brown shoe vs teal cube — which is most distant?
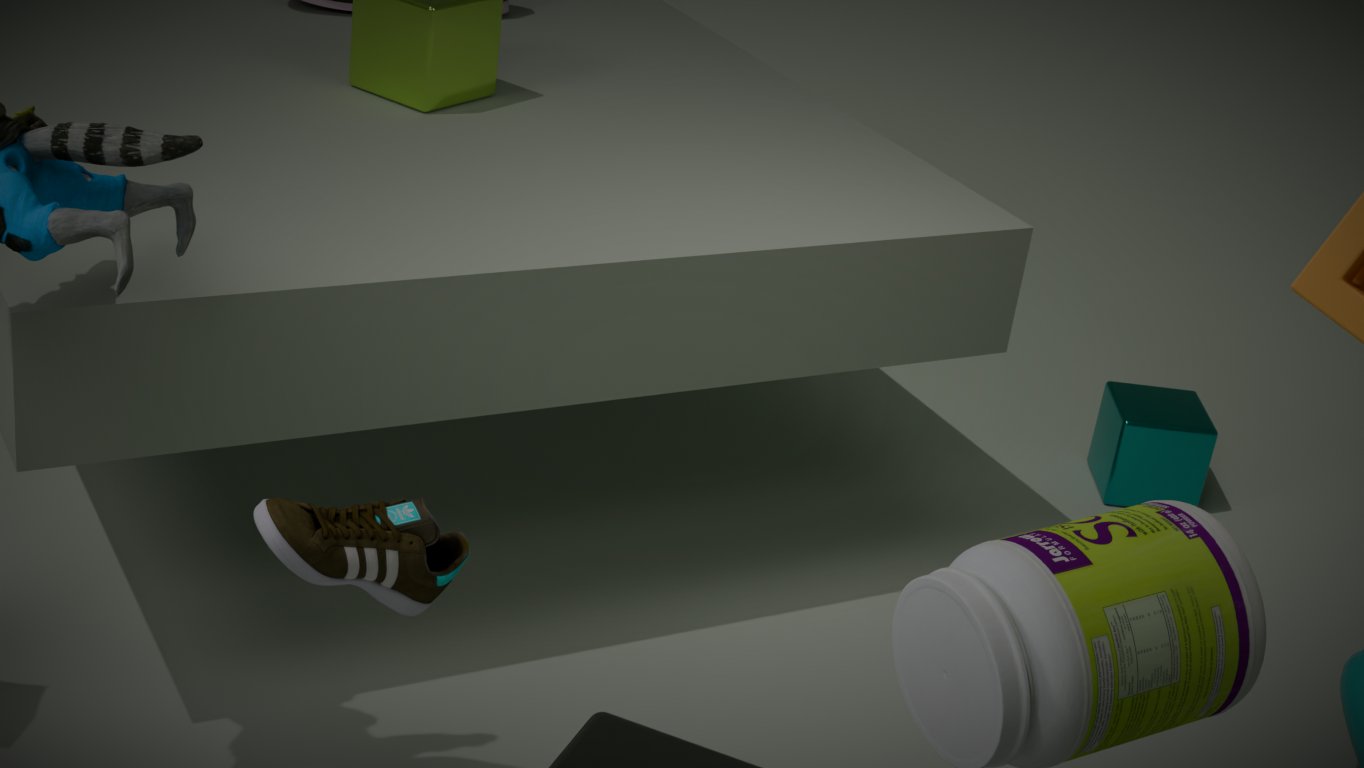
teal cube
